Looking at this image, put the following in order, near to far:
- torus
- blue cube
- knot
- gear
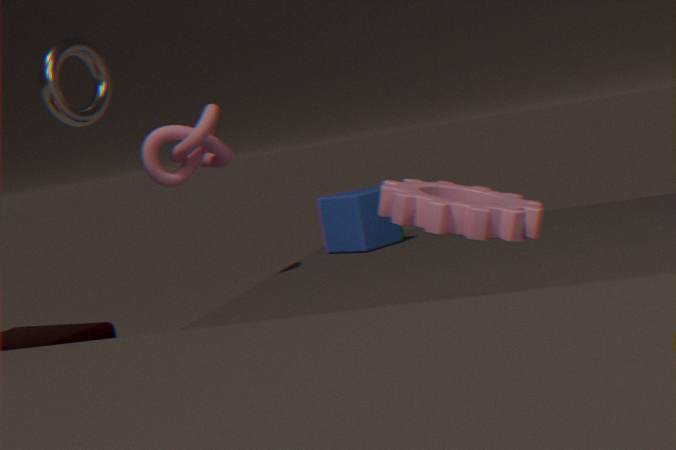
gear, knot, torus, blue cube
